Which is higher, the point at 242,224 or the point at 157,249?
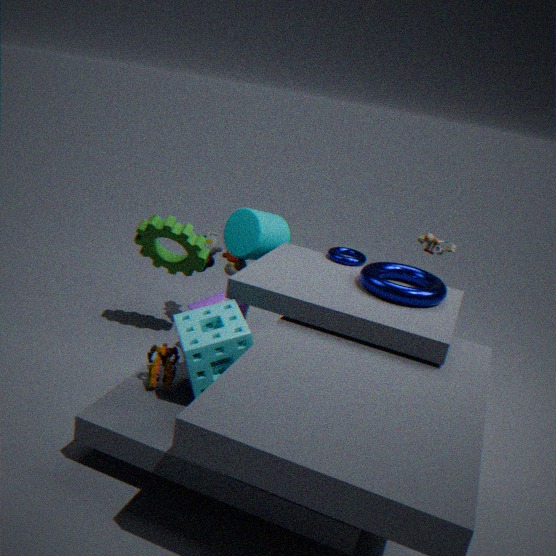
the point at 242,224
